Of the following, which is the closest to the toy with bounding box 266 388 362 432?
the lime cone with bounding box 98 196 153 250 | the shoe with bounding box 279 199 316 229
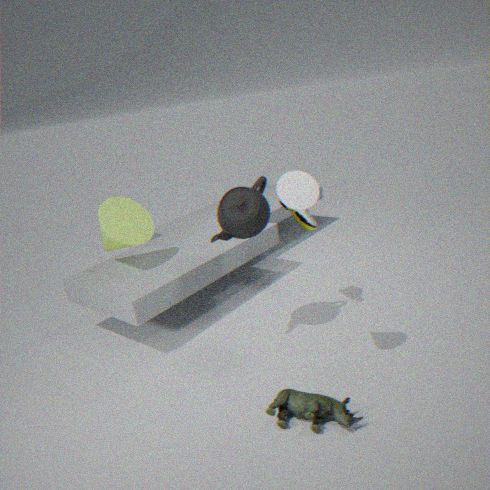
the shoe with bounding box 279 199 316 229
